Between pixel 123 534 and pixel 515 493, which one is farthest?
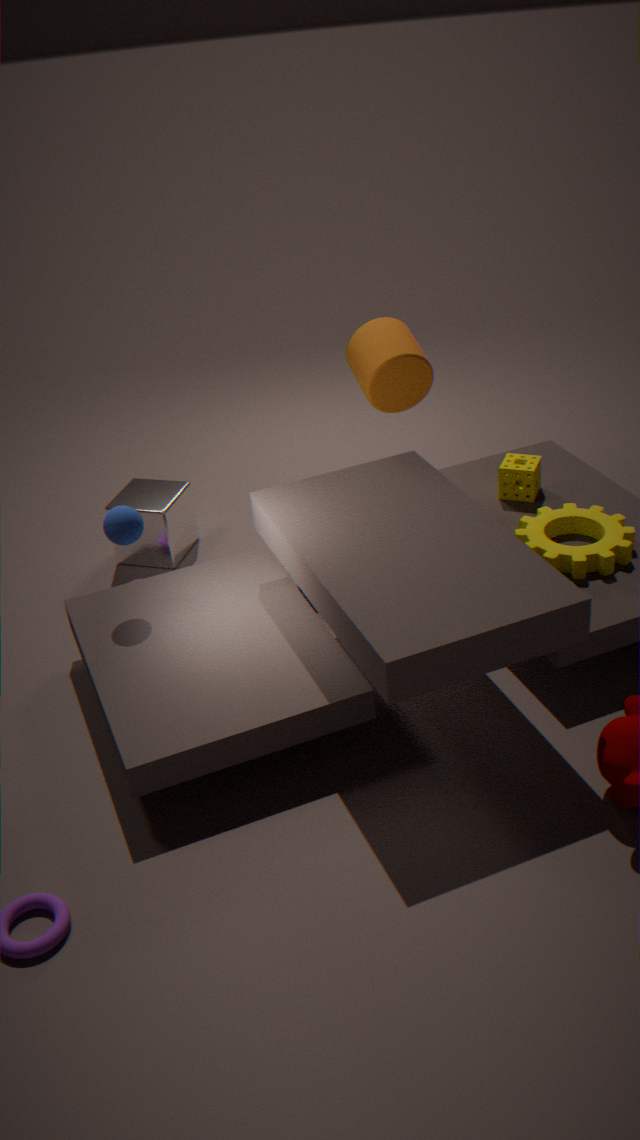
pixel 515 493
